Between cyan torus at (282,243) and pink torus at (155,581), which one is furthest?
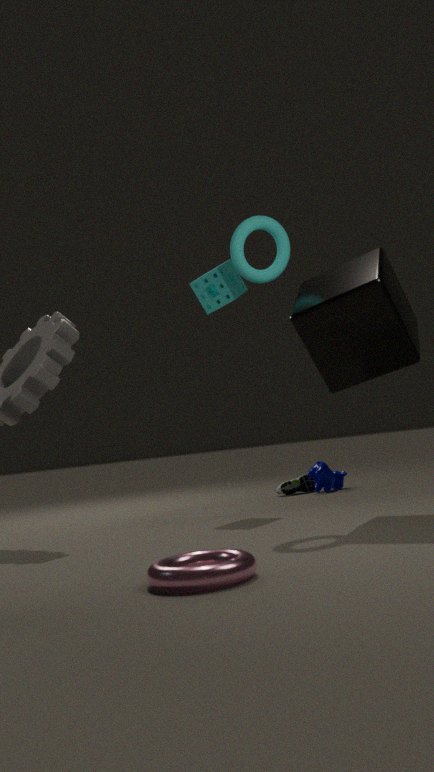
cyan torus at (282,243)
